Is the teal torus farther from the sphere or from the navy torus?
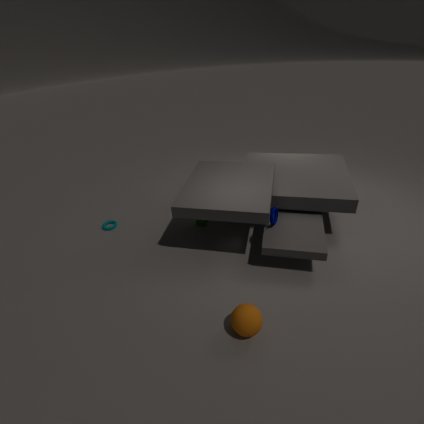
the sphere
